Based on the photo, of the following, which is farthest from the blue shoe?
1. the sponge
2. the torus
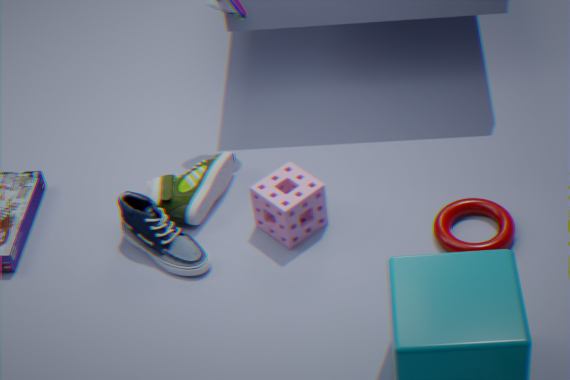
the torus
